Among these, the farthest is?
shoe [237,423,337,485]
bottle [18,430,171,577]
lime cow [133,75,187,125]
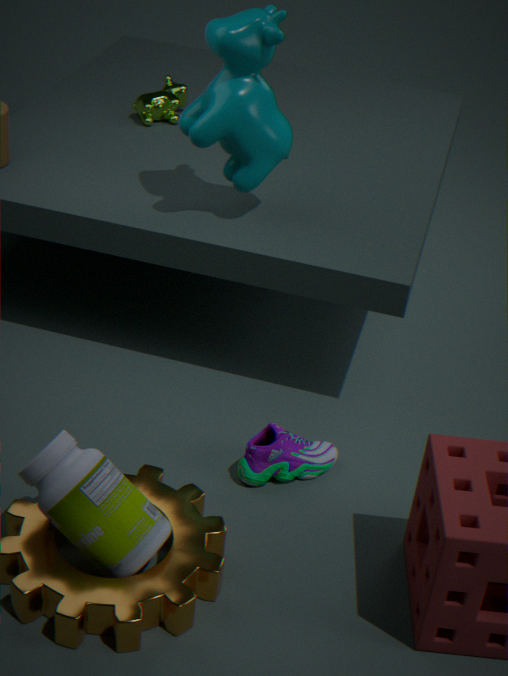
lime cow [133,75,187,125]
